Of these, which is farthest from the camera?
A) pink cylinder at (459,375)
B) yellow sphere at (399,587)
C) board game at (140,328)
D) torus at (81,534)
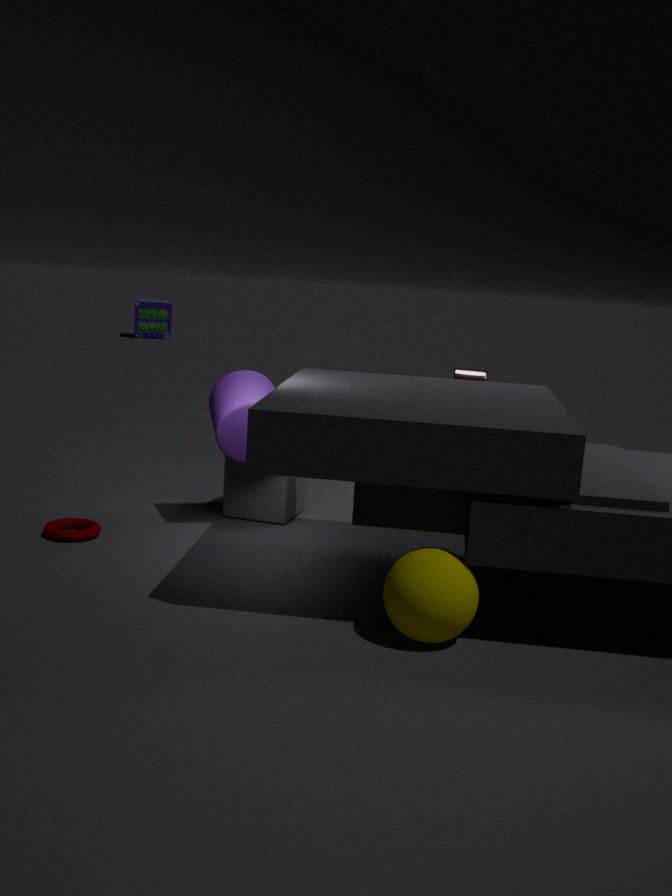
board game at (140,328)
